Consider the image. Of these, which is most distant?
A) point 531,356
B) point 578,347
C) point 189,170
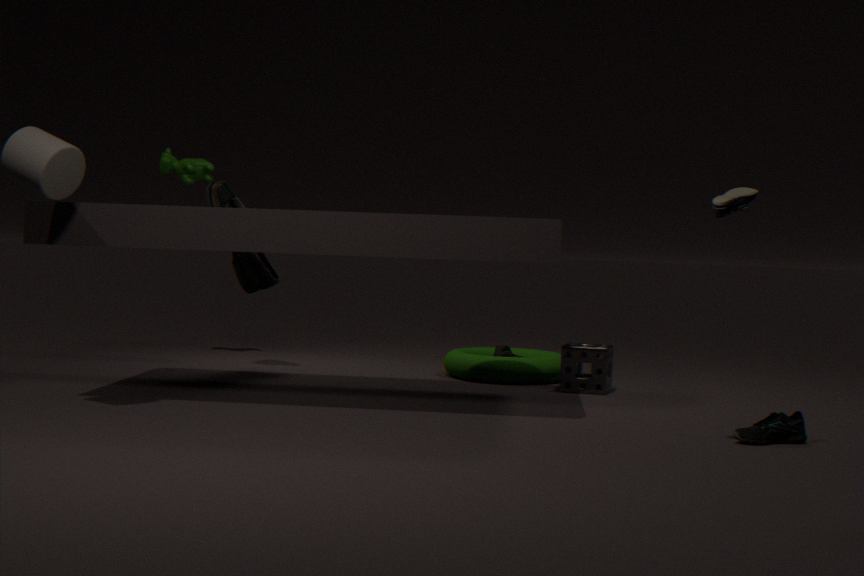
point 189,170
